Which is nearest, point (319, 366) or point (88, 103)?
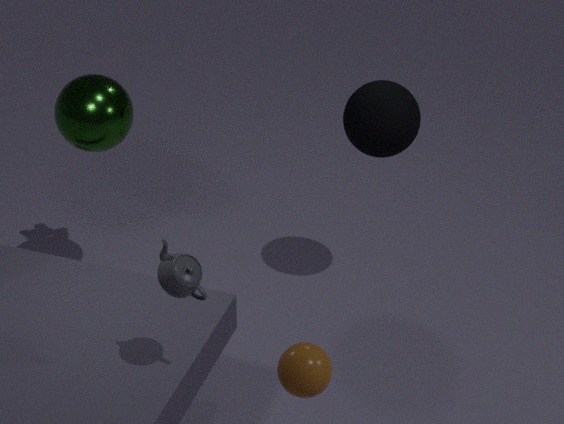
point (319, 366)
